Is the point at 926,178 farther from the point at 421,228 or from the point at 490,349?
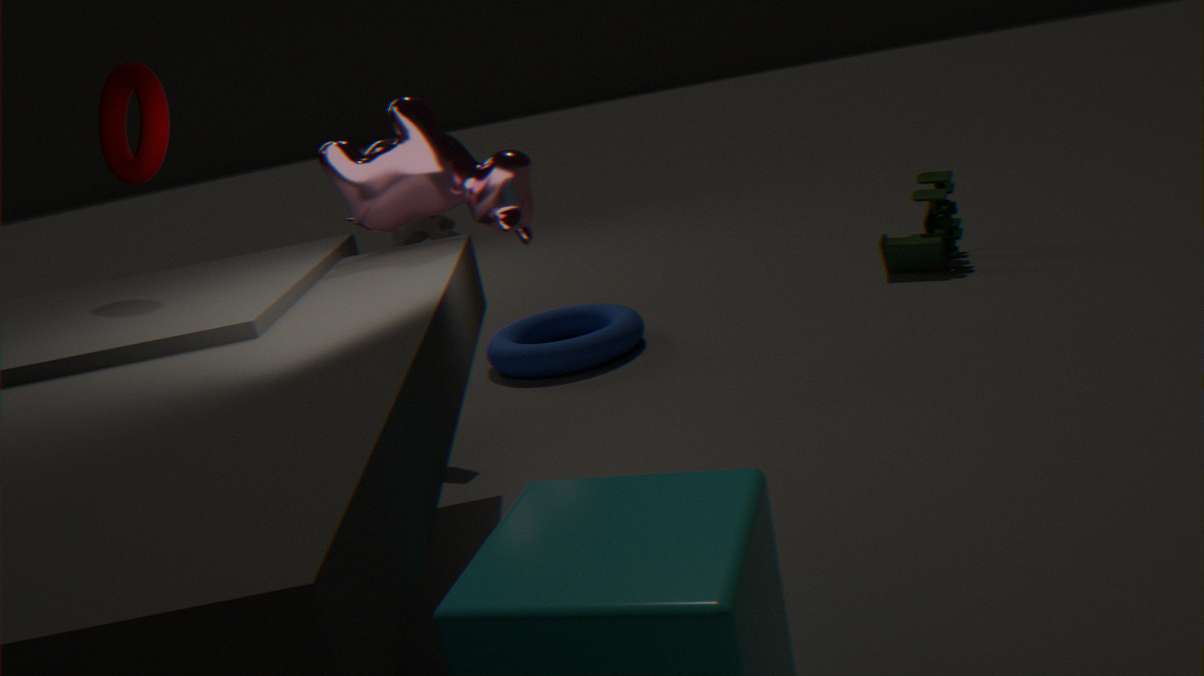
the point at 421,228
